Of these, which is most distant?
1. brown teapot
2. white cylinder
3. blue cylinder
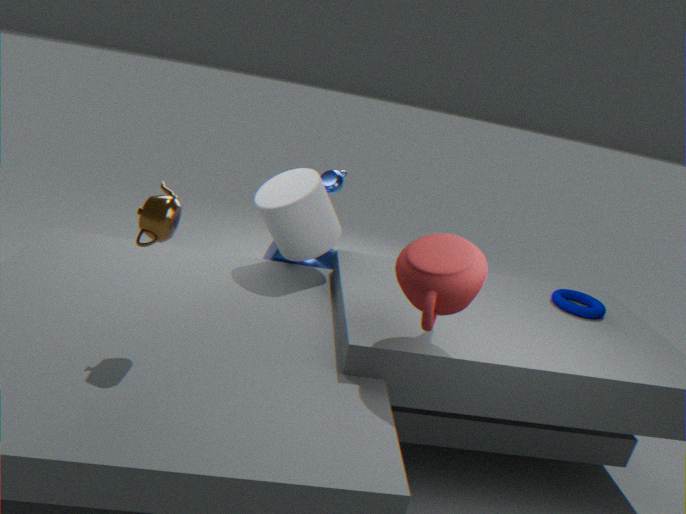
blue cylinder
